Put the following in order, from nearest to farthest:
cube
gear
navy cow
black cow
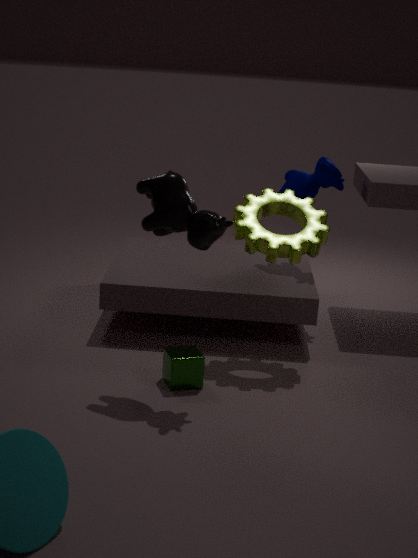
1. black cow
2. cube
3. gear
4. navy cow
